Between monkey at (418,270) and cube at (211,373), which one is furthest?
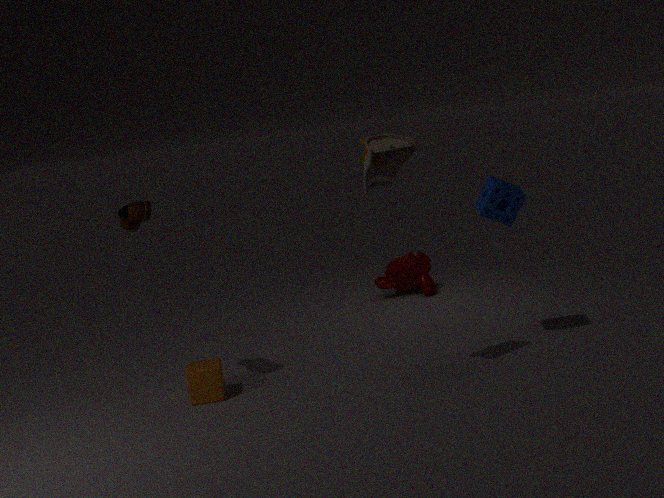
monkey at (418,270)
